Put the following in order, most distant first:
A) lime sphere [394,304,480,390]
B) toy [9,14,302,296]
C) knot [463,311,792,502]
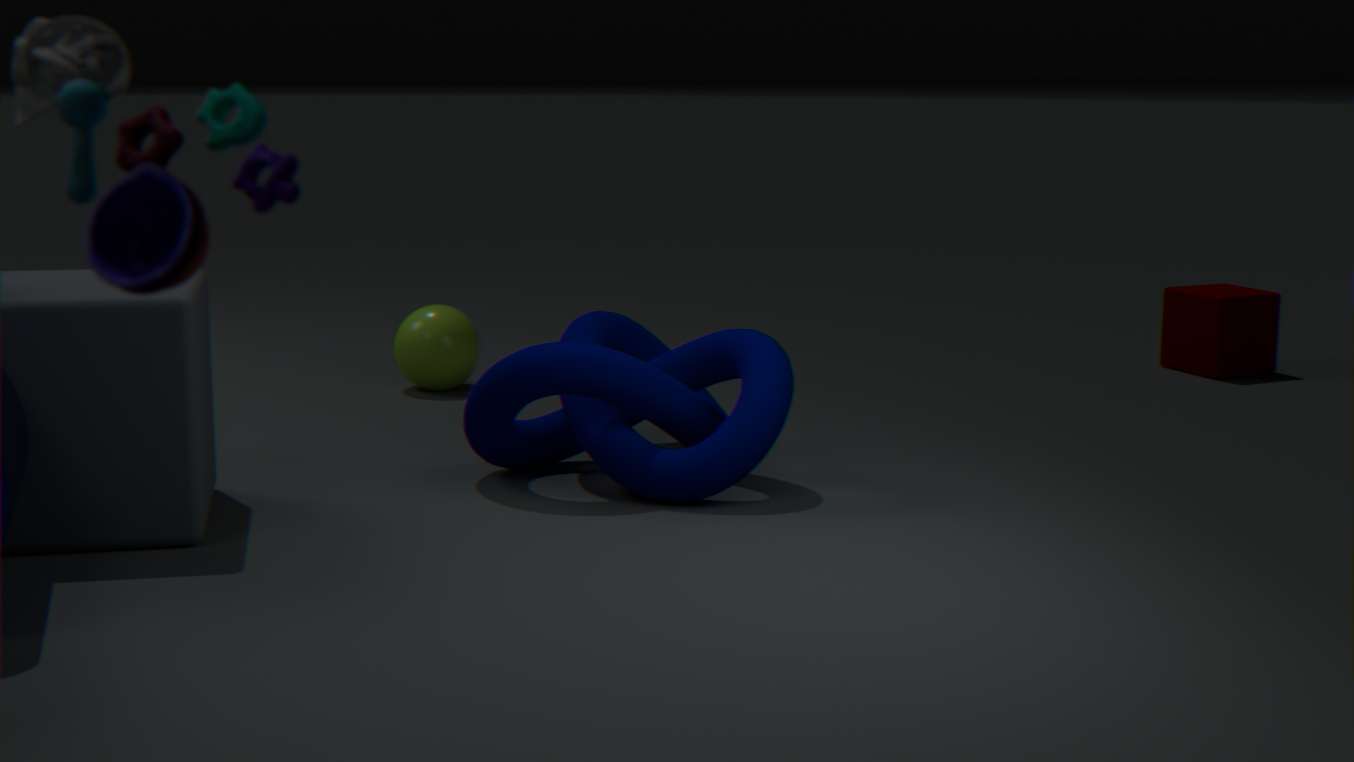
lime sphere [394,304,480,390] < knot [463,311,792,502] < toy [9,14,302,296]
